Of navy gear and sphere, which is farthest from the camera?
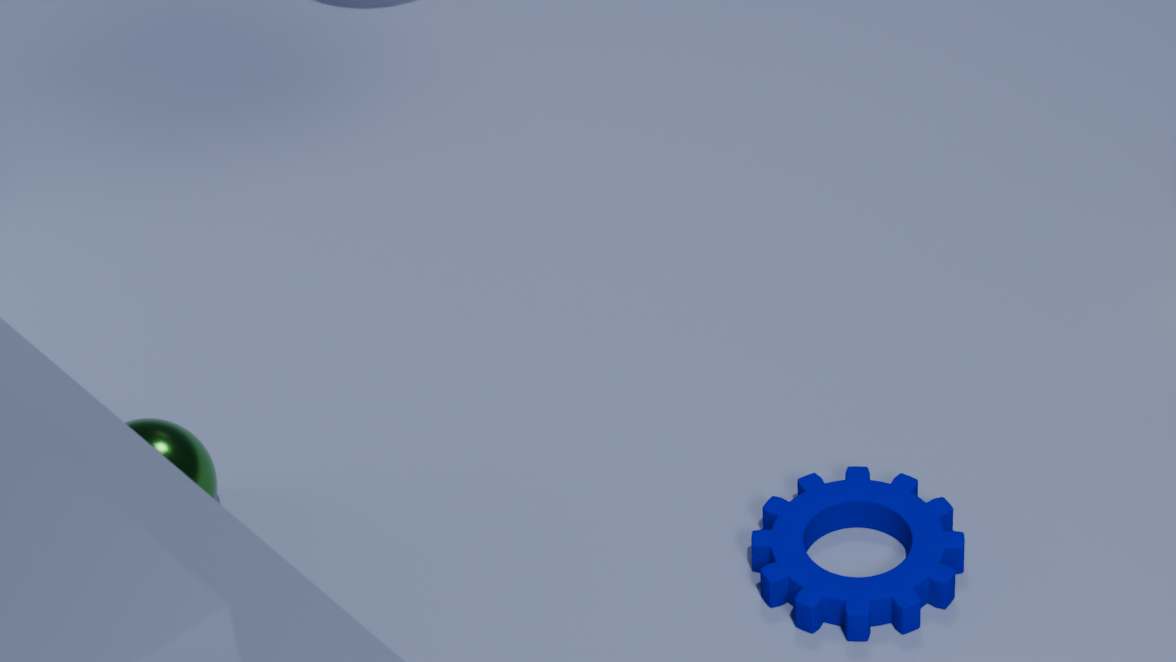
sphere
